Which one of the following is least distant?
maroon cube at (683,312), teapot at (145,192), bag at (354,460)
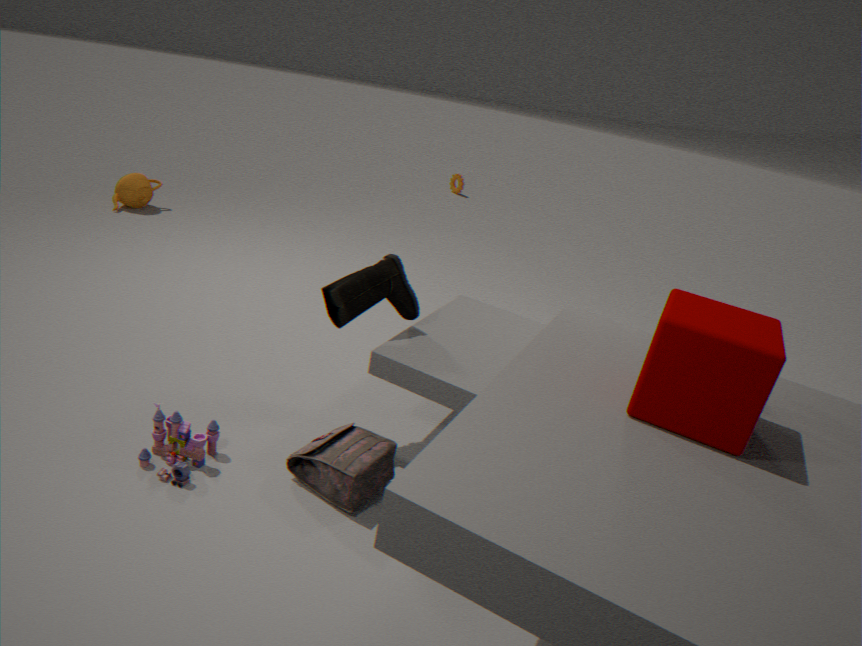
maroon cube at (683,312)
